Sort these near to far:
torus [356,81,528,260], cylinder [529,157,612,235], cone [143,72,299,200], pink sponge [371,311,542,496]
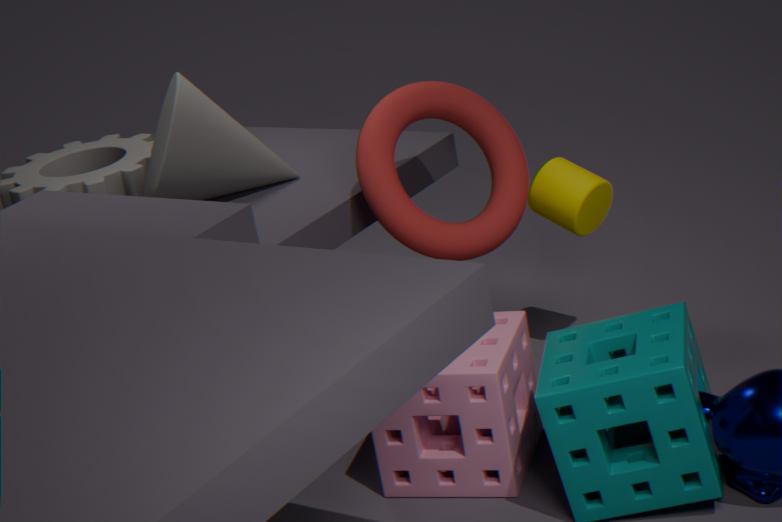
pink sponge [371,311,542,496]
torus [356,81,528,260]
cone [143,72,299,200]
cylinder [529,157,612,235]
